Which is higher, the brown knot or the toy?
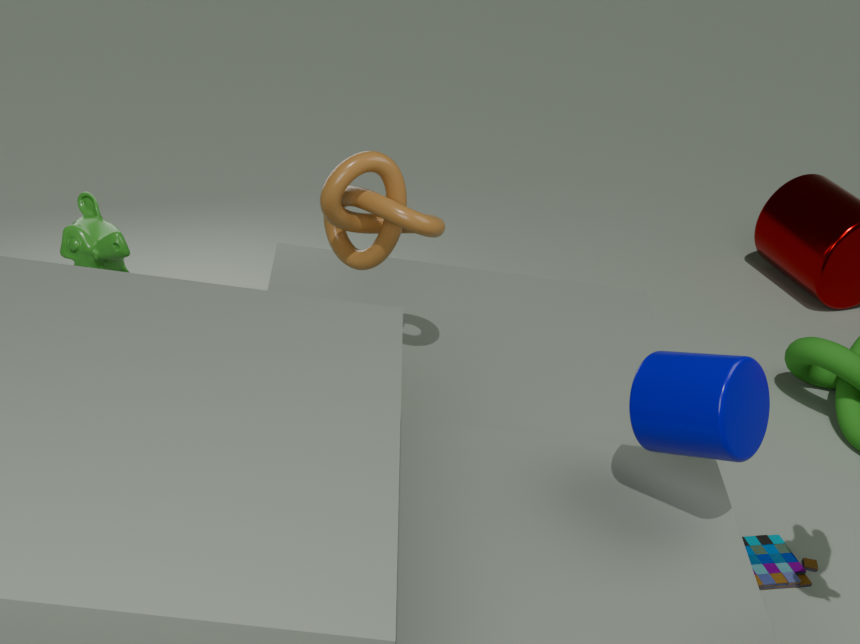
the brown knot
